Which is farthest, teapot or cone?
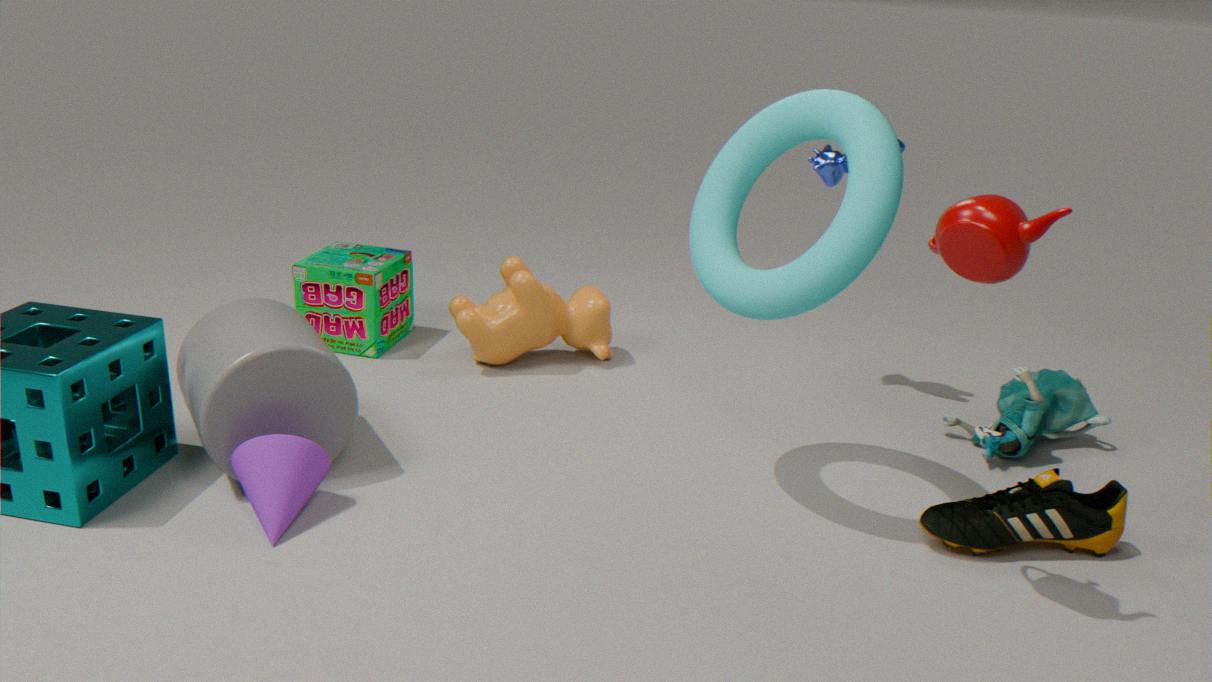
cone
